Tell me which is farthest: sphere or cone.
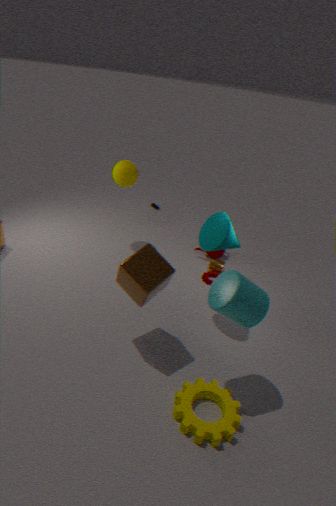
sphere
